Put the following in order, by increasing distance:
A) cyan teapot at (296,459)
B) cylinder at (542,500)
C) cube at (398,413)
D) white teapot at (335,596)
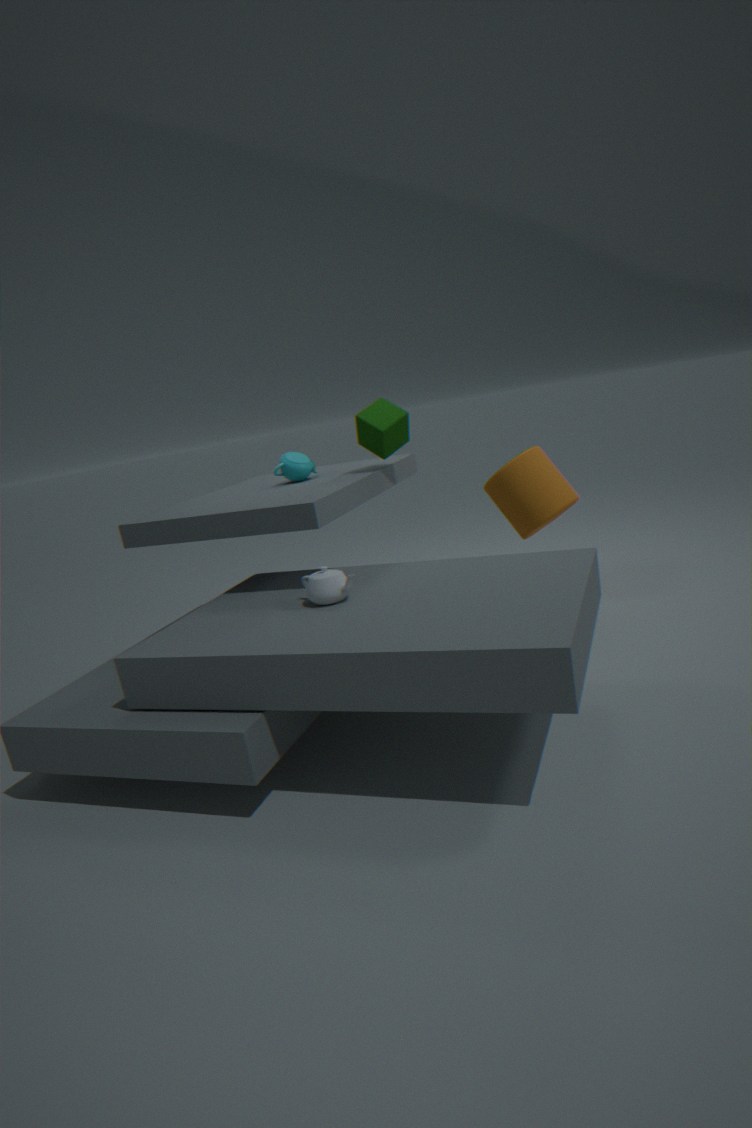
white teapot at (335,596) → cube at (398,413) → cyan teapot at (296,459) → cylinder at (542,500)
